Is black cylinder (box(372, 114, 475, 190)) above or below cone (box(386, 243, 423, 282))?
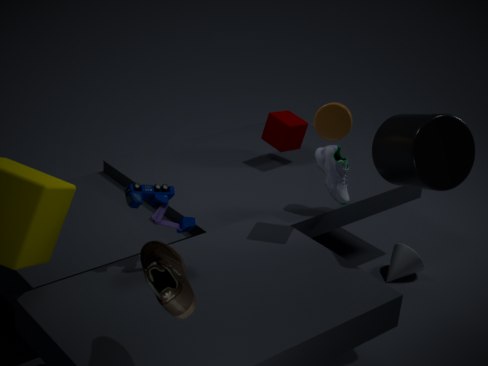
above
